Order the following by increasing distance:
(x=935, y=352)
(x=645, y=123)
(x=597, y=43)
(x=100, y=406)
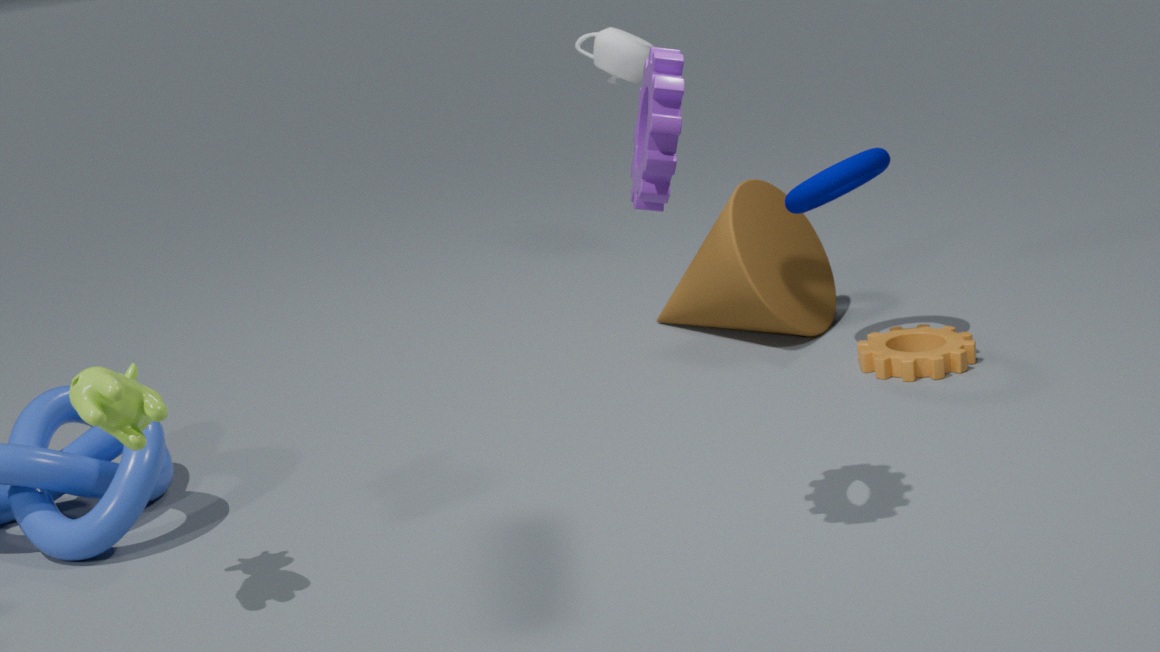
1. (x=100, y=406)
2. (x=645, y=123)
3. (x=935, y=352)
4. (x=597, y=43)
